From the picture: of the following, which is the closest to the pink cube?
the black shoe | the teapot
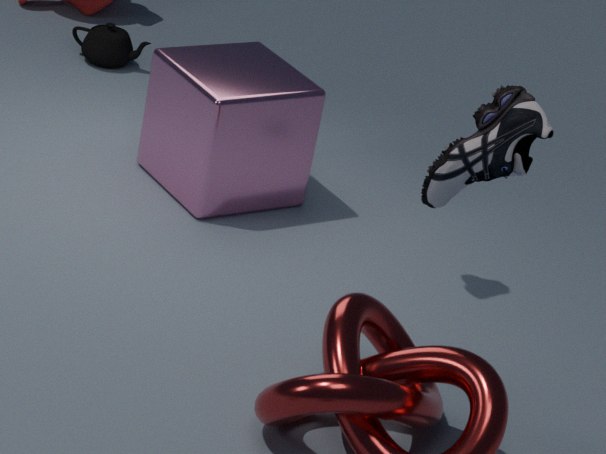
the teapot
